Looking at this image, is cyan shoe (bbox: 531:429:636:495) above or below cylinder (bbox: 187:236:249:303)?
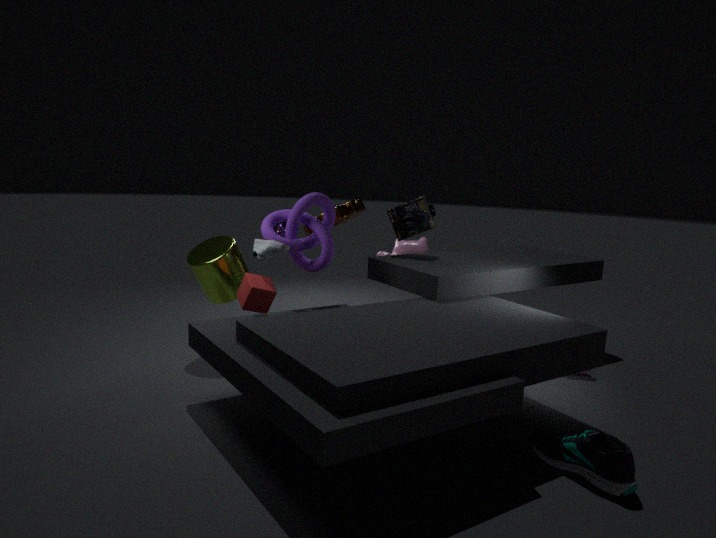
below
